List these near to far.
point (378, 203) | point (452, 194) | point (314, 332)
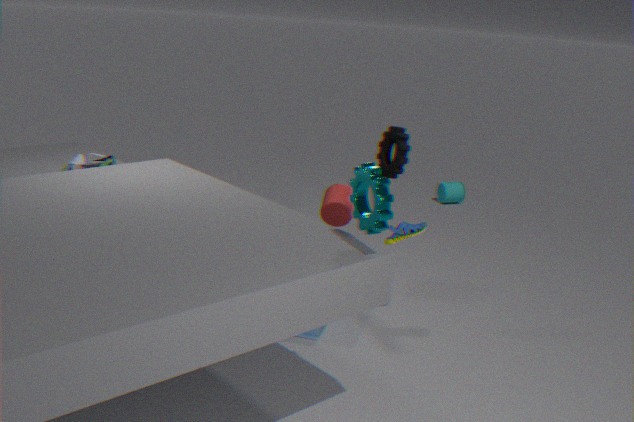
point (378, 203) → point (314, 332) → point (452, 194)
